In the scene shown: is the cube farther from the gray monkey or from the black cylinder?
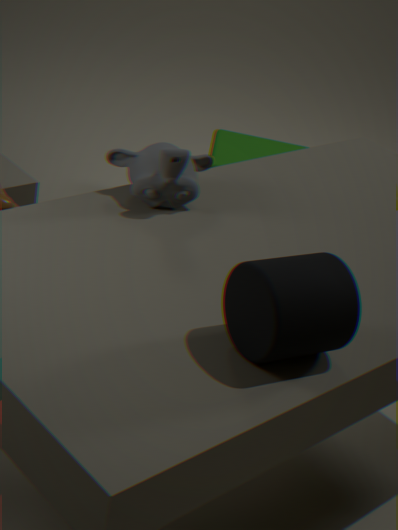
the black cylinder
